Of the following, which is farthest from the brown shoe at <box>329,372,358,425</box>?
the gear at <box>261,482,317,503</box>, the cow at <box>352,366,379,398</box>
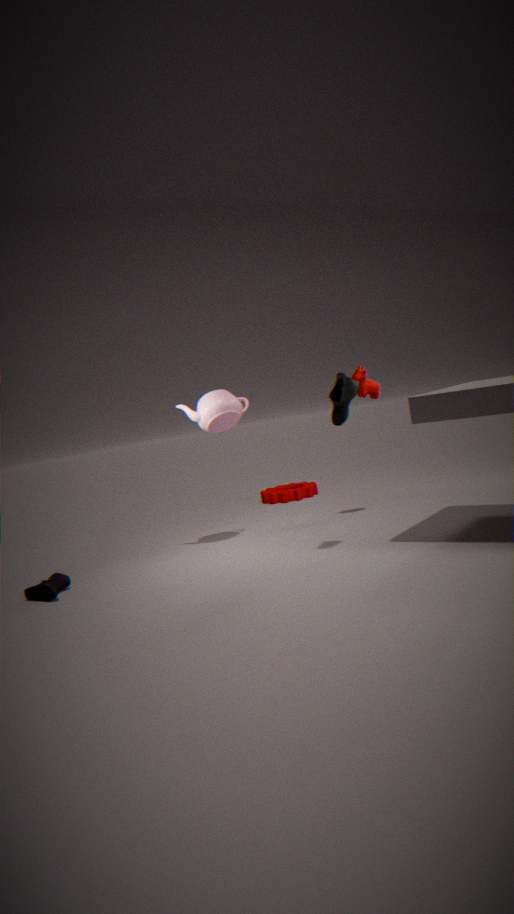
the gear at <box>261,482,317,503</box>
